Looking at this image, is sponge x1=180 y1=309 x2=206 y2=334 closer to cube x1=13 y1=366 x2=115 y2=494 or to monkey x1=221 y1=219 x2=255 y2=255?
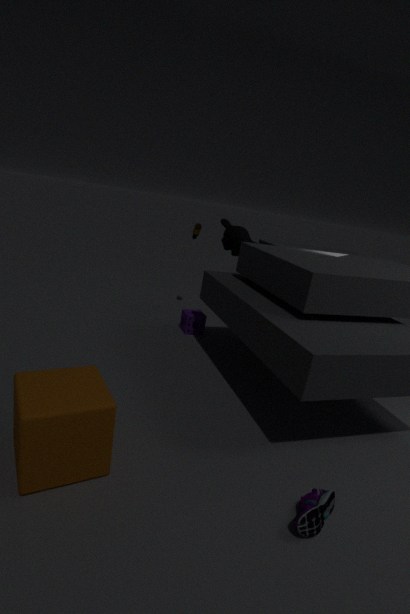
monkey x1=221 y1=219 x2=255 y2=255
